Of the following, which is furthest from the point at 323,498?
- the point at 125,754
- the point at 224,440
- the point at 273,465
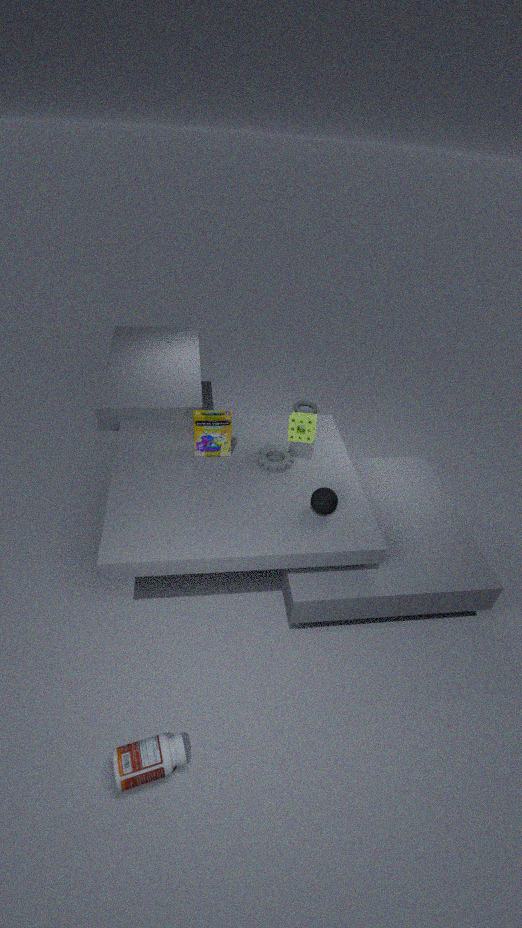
the point at 125,754
